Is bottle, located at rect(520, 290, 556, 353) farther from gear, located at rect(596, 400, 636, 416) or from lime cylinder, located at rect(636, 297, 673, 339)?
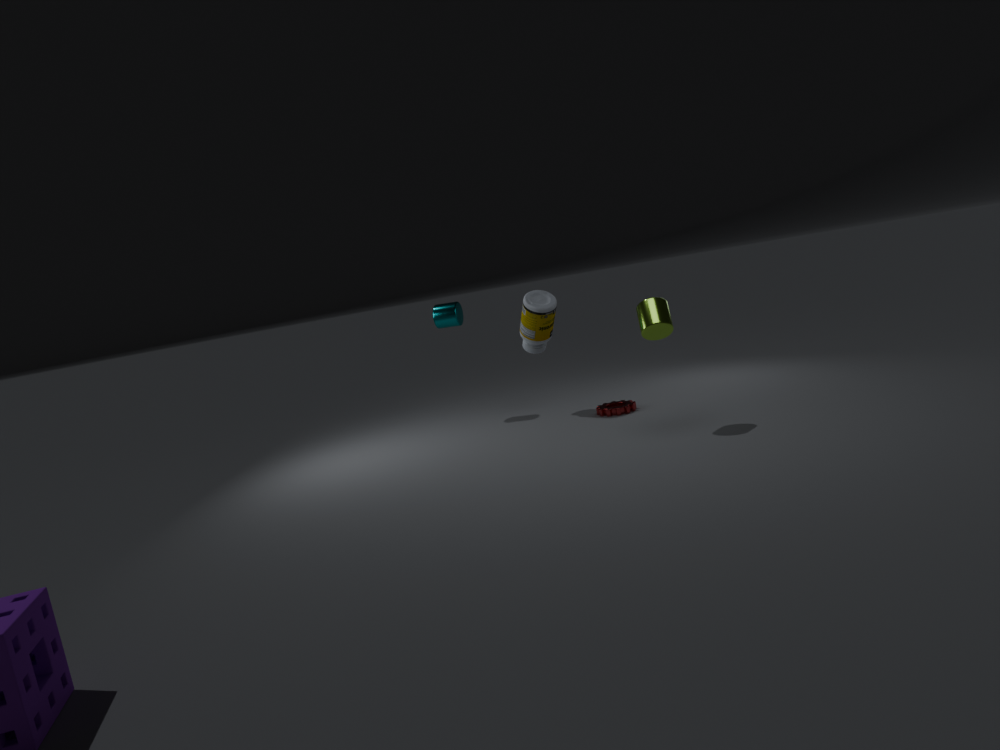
lime cylinder, located at rect(636, 297, 673, 339)
